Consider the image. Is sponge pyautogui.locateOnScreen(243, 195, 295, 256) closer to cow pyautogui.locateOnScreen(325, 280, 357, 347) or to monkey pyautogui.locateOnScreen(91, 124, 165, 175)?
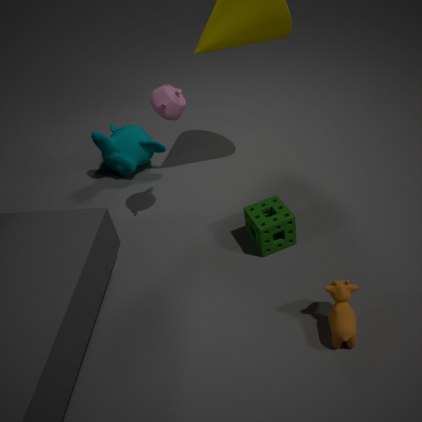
cow pyautogui.locateOnScreen(325, 280, 357, 347)
